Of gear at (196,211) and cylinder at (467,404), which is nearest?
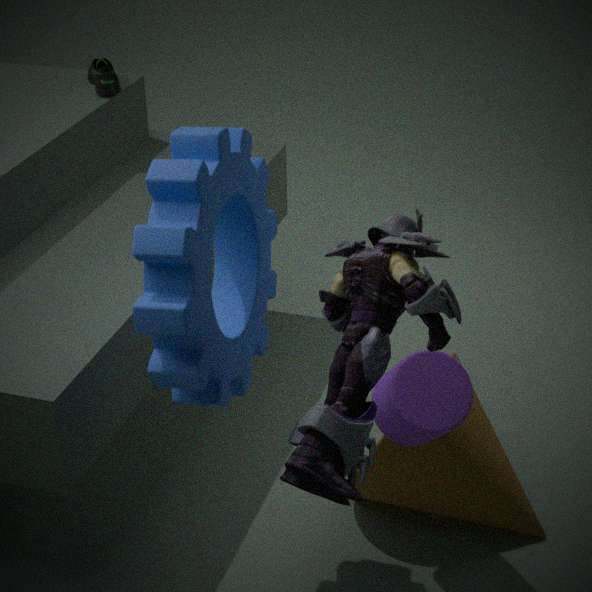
gear at (196,211)
